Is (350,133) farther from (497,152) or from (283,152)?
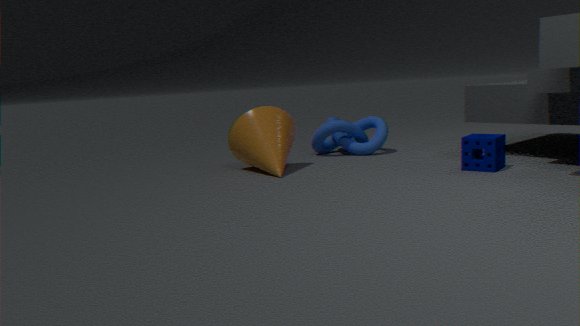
(497,152)
